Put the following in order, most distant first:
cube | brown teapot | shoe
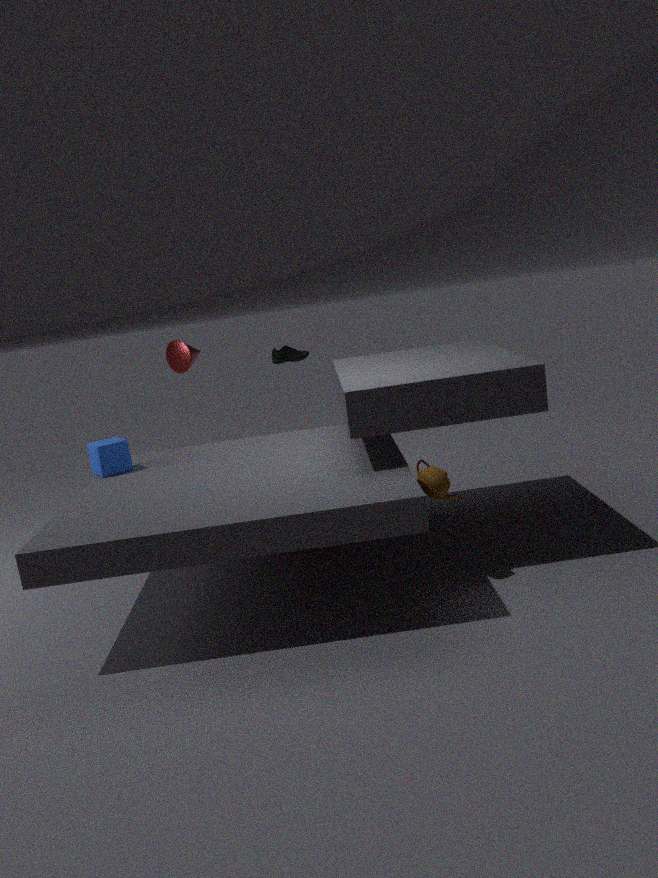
shoe → cube → brown teapot
